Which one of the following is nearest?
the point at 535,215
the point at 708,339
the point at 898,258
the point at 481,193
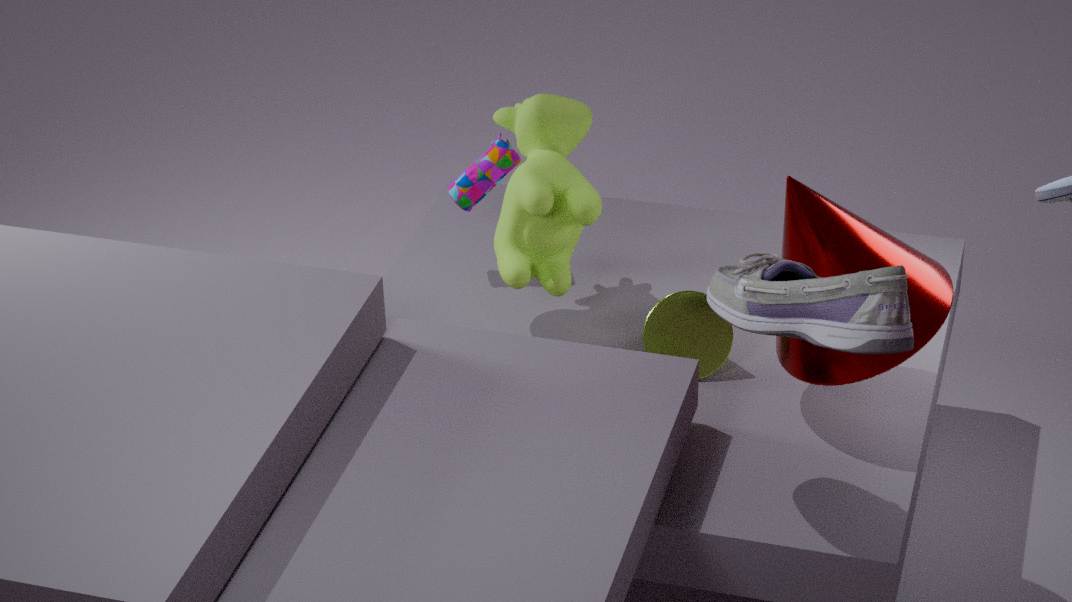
the point at 898,258
